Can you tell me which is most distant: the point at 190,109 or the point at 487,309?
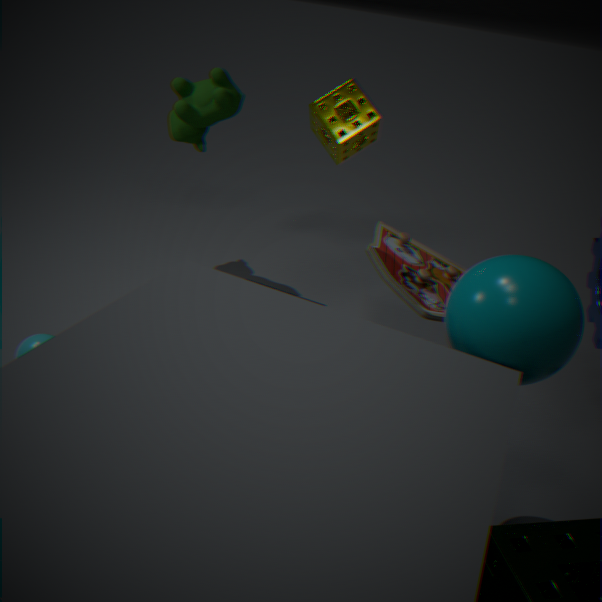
the point at 190,109
